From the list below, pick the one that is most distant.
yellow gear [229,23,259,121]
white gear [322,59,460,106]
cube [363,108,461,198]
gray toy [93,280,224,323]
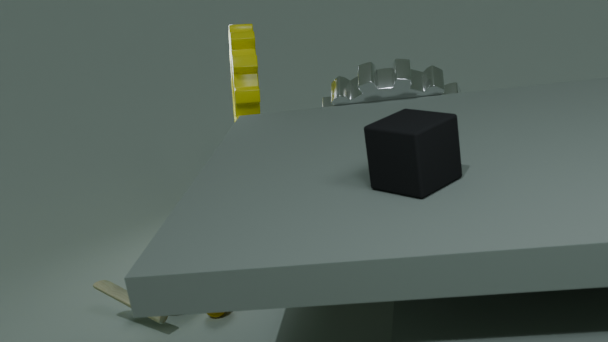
yellow gear [229,23,259,121]
